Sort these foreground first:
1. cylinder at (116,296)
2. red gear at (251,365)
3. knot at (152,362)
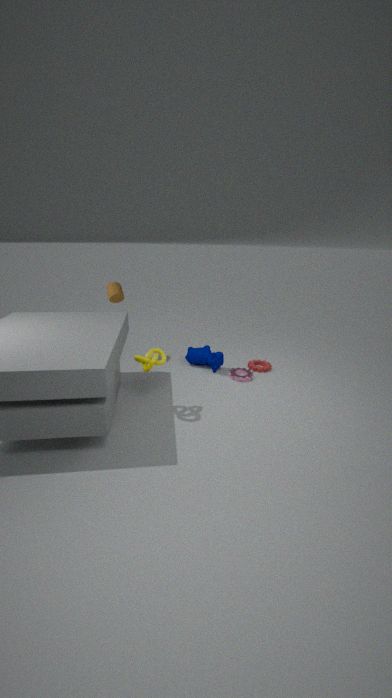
1. knot at (152,362)
2. red gear at (251,365)
3. cylinder at (116,296)
